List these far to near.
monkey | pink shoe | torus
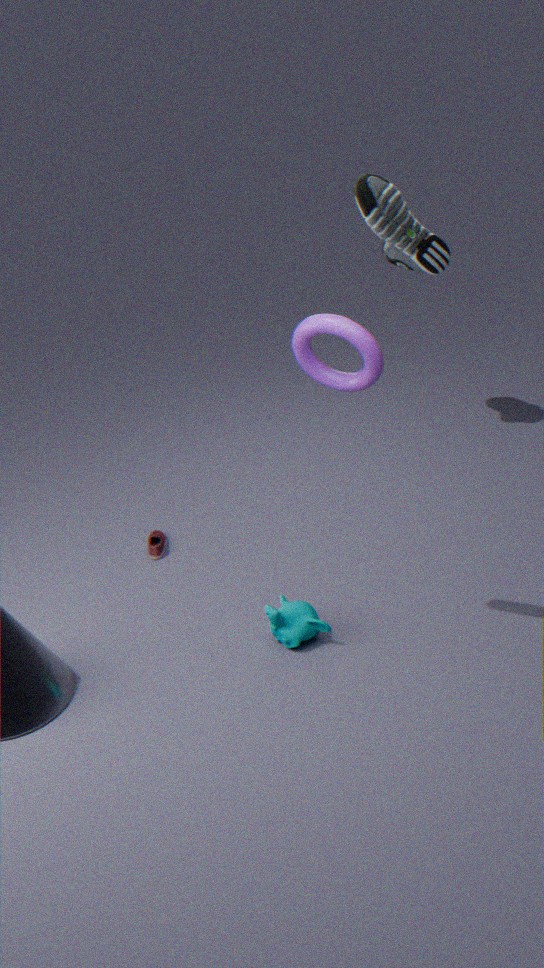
1. pink shoe
2. monkey
3. torus
